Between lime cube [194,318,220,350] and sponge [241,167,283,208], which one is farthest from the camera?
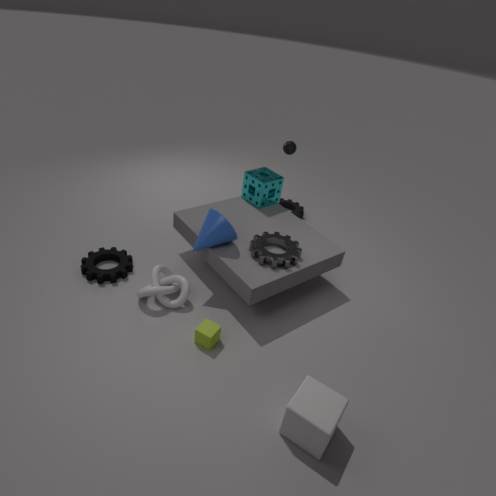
sponge [241,167,283,208]
